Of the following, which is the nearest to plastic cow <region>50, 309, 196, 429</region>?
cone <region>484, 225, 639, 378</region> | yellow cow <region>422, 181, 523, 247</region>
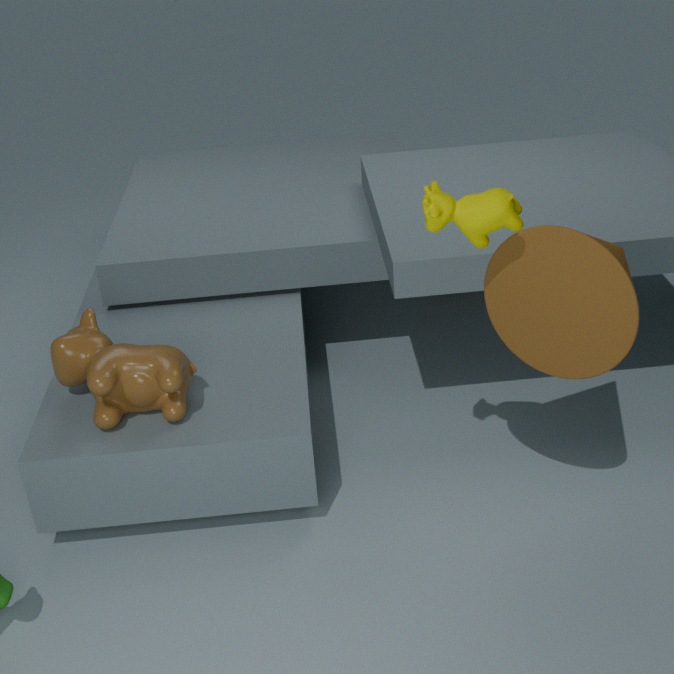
yellow cow <region>422, 181, 523, 247</region>
